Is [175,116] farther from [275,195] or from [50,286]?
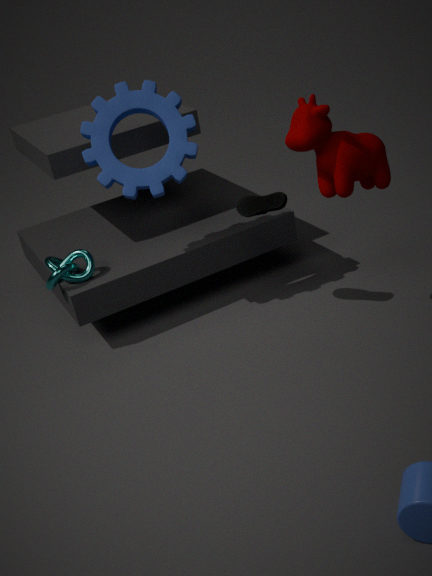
[50,286]
